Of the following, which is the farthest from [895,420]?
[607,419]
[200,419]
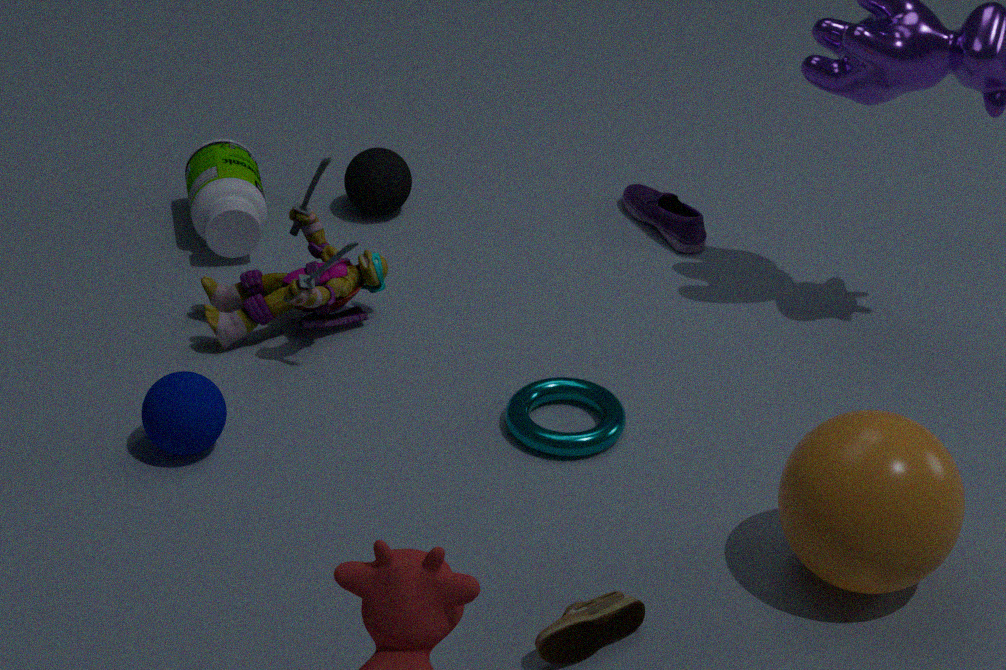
[200,419]
